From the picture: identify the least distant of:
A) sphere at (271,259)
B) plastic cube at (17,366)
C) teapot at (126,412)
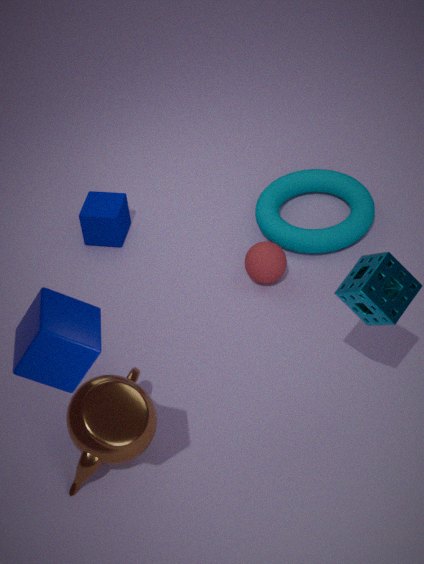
plastic cube at (17,366)
